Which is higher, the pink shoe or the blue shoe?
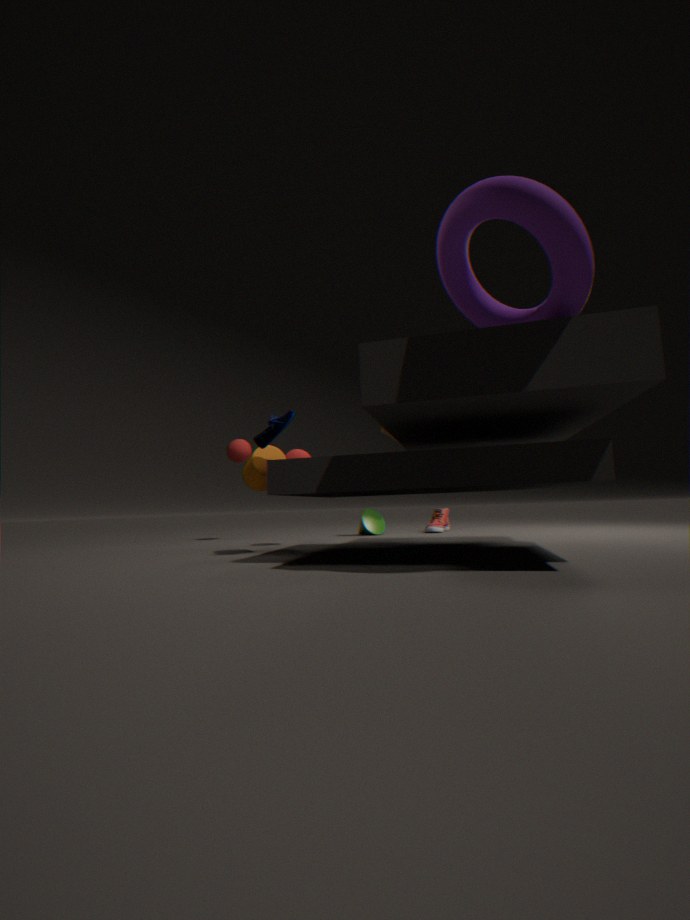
the blue shoe
